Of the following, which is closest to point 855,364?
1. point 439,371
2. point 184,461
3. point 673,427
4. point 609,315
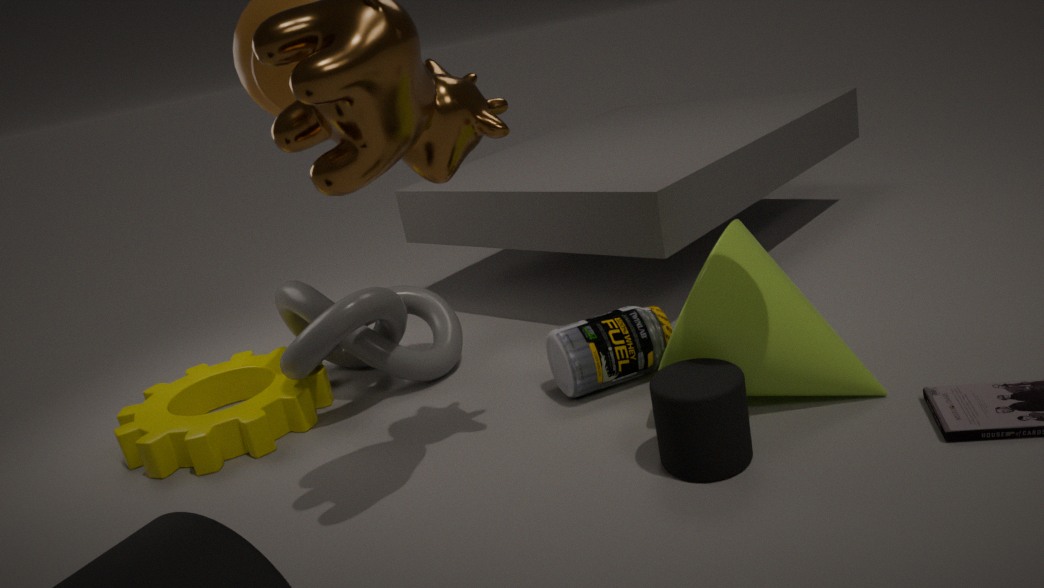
point 673,427
